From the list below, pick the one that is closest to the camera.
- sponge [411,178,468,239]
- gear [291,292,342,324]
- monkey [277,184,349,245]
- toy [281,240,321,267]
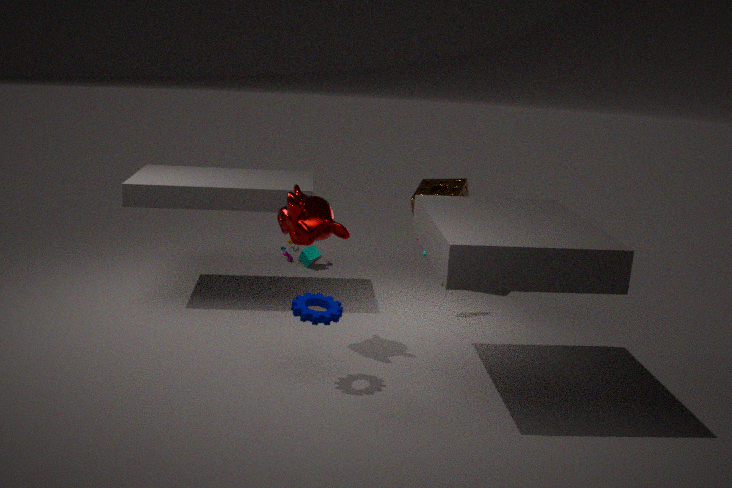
gear [291,292,342,324]
